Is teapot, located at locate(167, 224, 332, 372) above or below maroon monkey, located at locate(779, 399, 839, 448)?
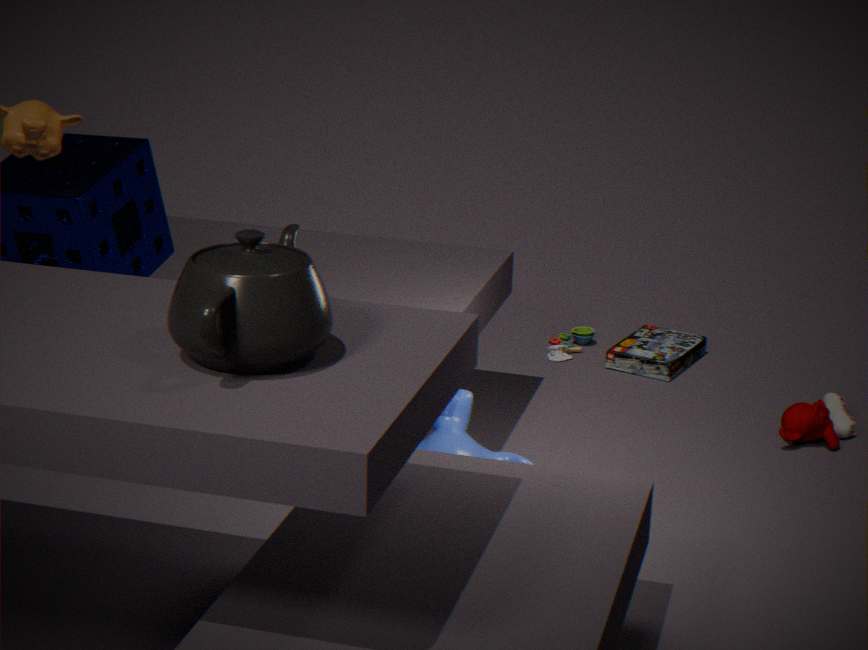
above
